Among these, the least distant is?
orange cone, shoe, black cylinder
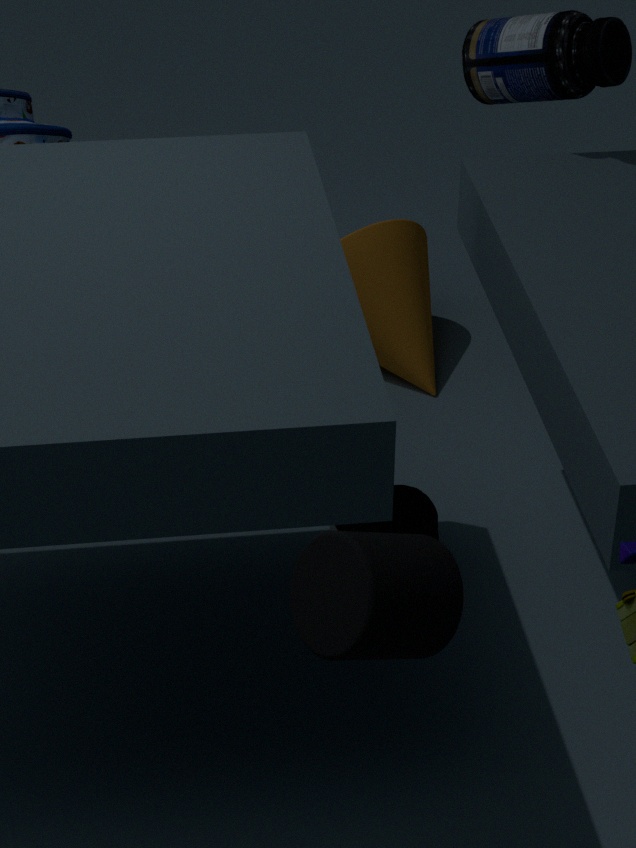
black cylinder
